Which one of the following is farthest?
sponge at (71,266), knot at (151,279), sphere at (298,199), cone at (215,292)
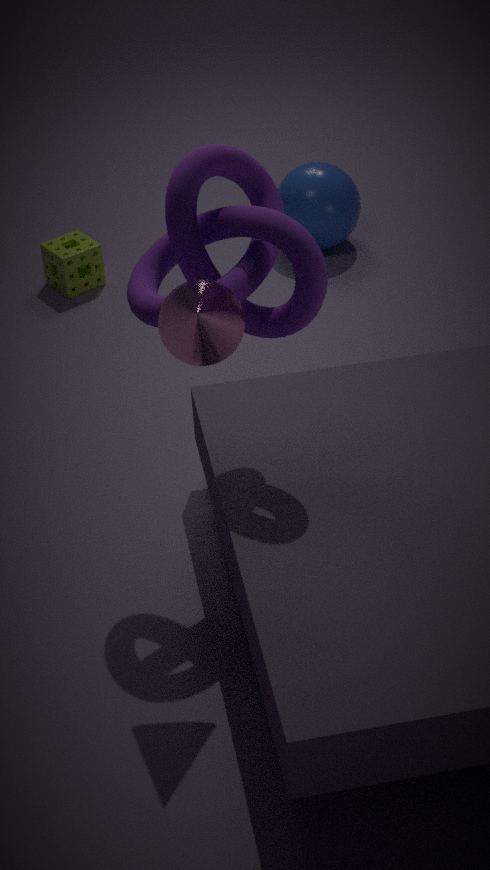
sphere at (298,199)
